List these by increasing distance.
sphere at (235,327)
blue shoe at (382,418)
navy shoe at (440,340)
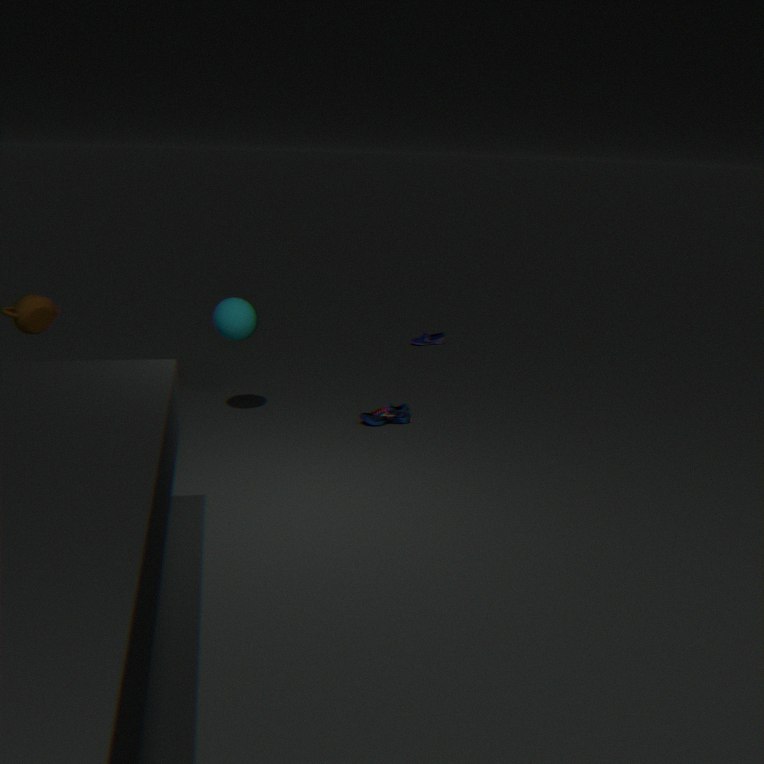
sphere at (235,327) → blue shoe at (382,418) → navy shoe at (440,340)
